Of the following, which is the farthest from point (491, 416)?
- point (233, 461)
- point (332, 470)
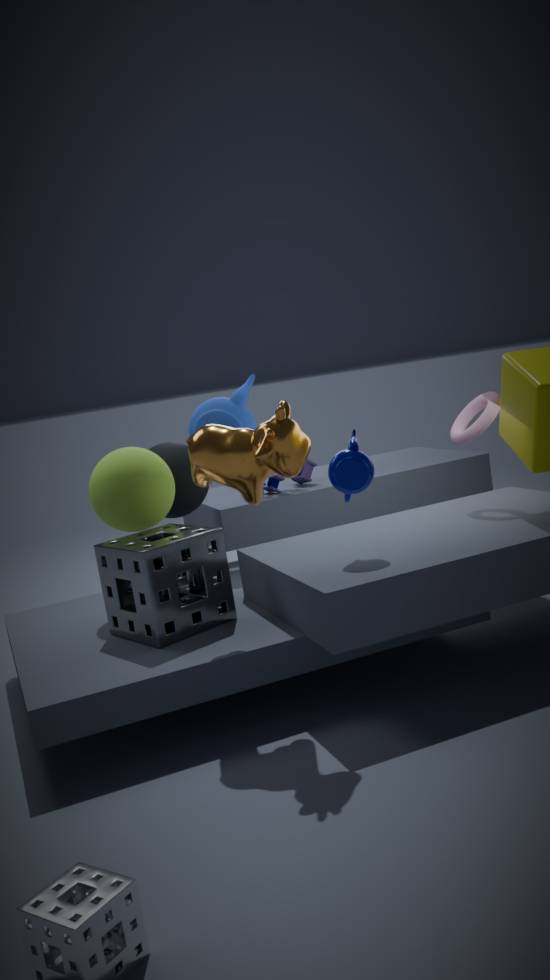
point (233, 461)
